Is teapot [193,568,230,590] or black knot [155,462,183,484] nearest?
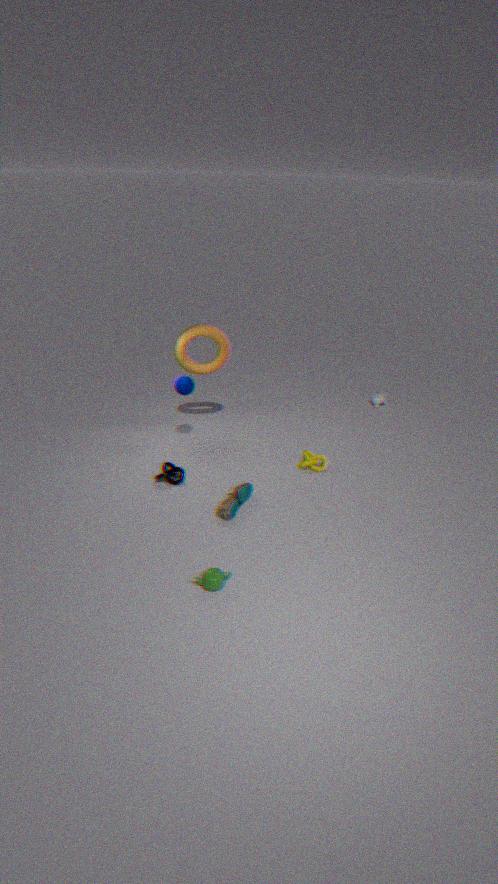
teapot [193,568,230,590]
